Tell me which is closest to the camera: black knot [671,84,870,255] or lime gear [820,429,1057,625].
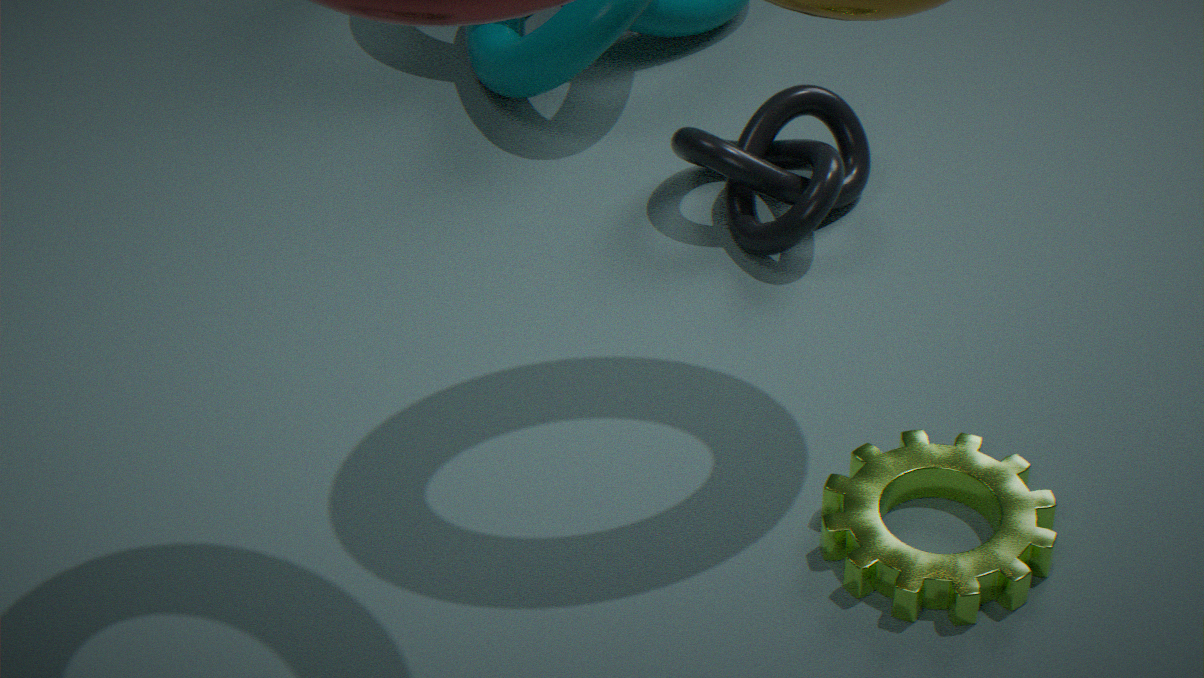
lime gear [820,429,1057,625]
